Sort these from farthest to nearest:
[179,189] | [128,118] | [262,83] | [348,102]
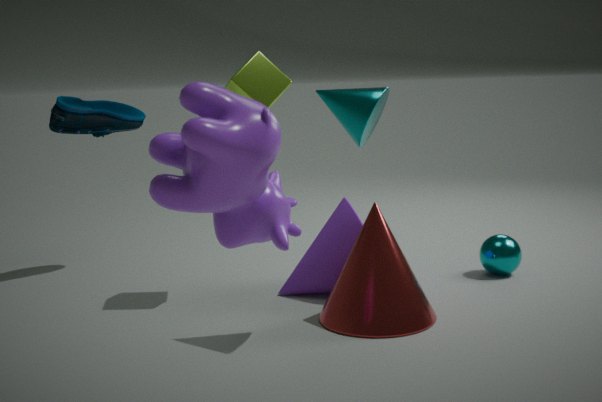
[128,118]
[262,83]
[348,102]
[179,189]
